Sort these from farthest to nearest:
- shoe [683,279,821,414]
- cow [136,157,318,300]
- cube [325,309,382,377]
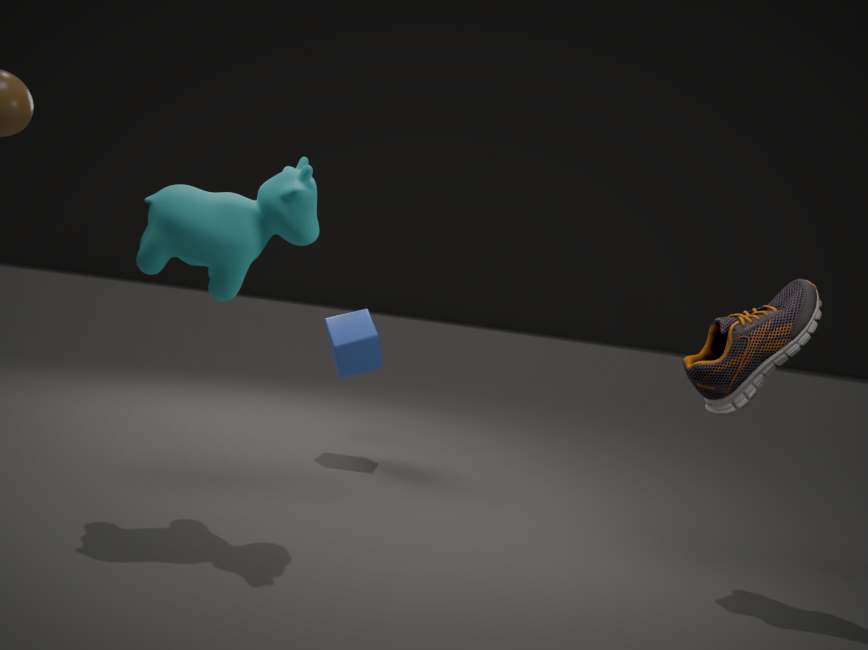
cube [325,309,382,377] < shoe [683,279,821,414] < cow [136,157,318,300]
